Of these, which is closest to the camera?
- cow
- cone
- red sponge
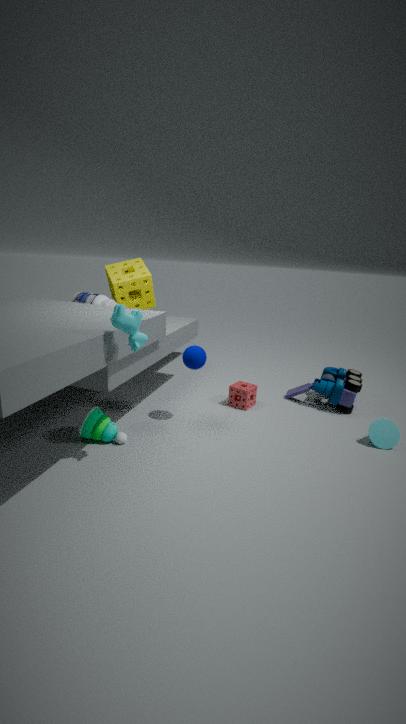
cow
